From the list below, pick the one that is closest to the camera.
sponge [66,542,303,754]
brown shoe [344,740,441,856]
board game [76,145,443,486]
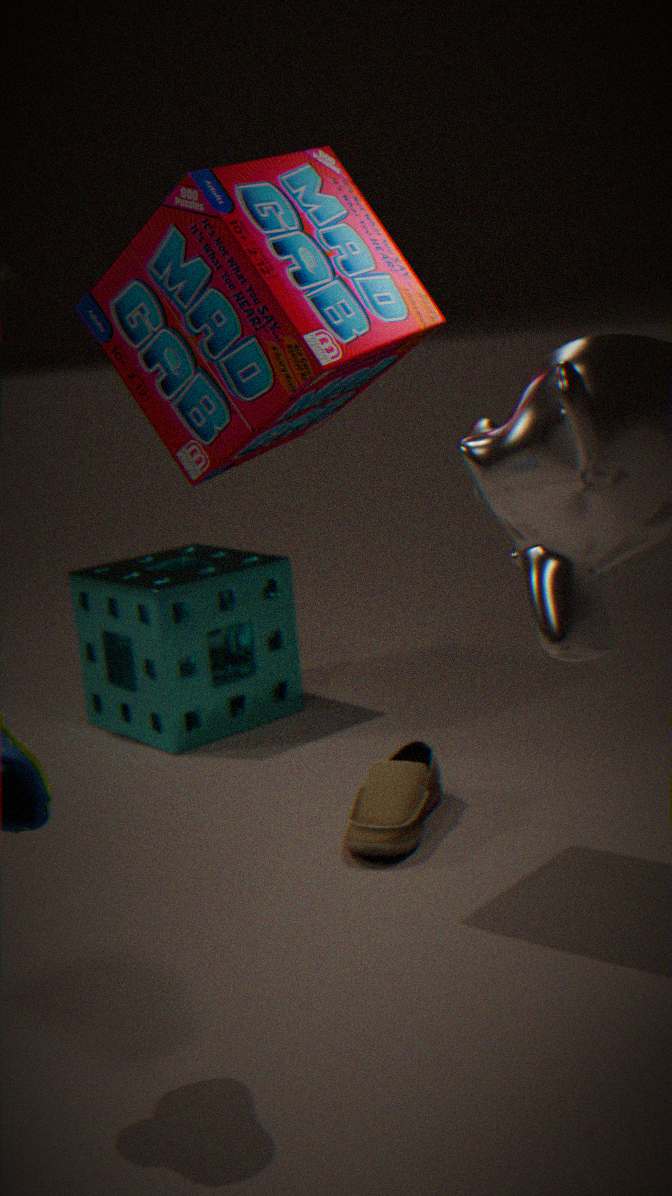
board game [76,145,443,486]
